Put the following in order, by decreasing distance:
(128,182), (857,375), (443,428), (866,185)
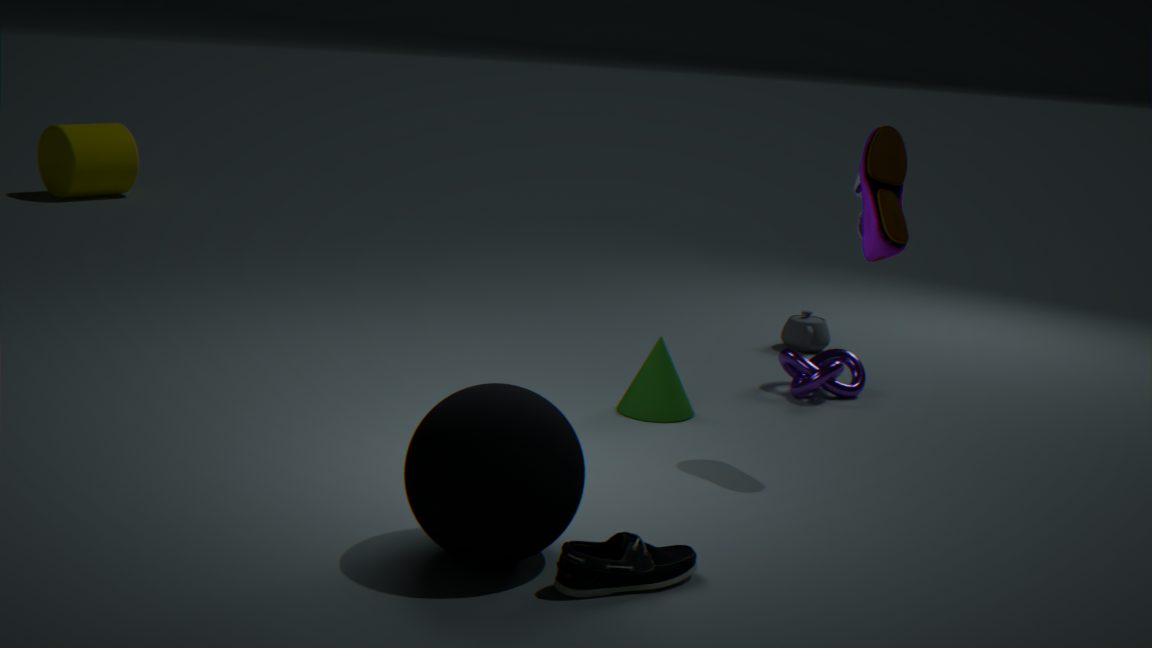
1. (128,182)
2. (857,375)
3. (866,185)
4. (443,428)
